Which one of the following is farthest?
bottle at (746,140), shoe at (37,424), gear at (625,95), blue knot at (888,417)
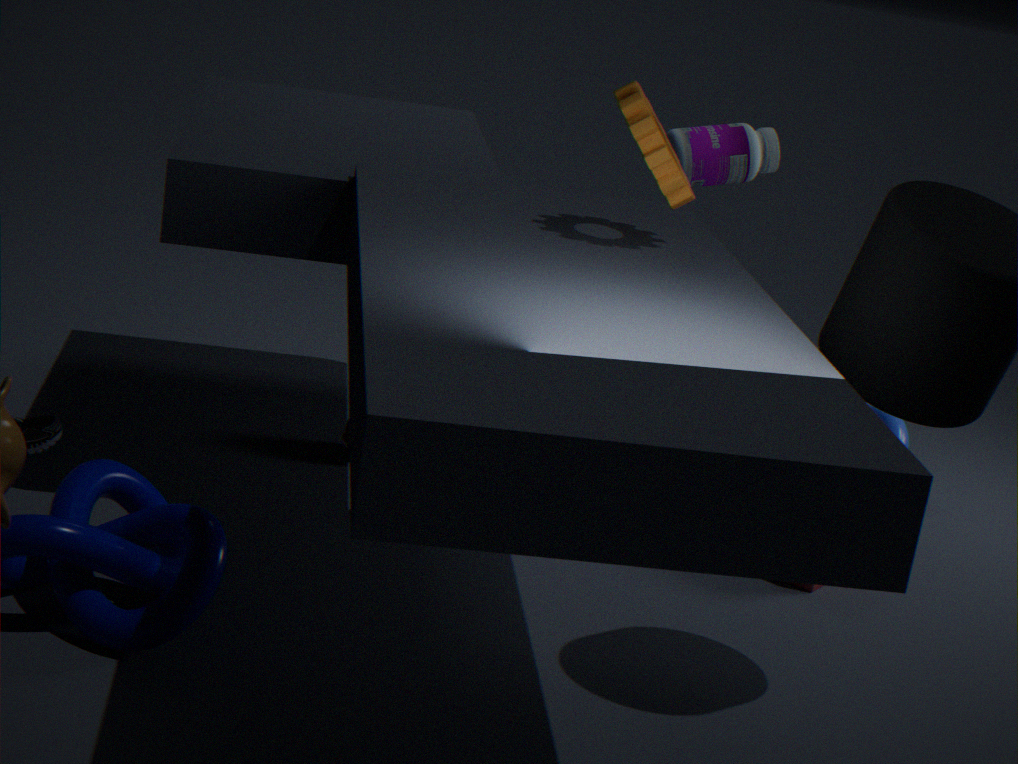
blue knot at (888,417)
